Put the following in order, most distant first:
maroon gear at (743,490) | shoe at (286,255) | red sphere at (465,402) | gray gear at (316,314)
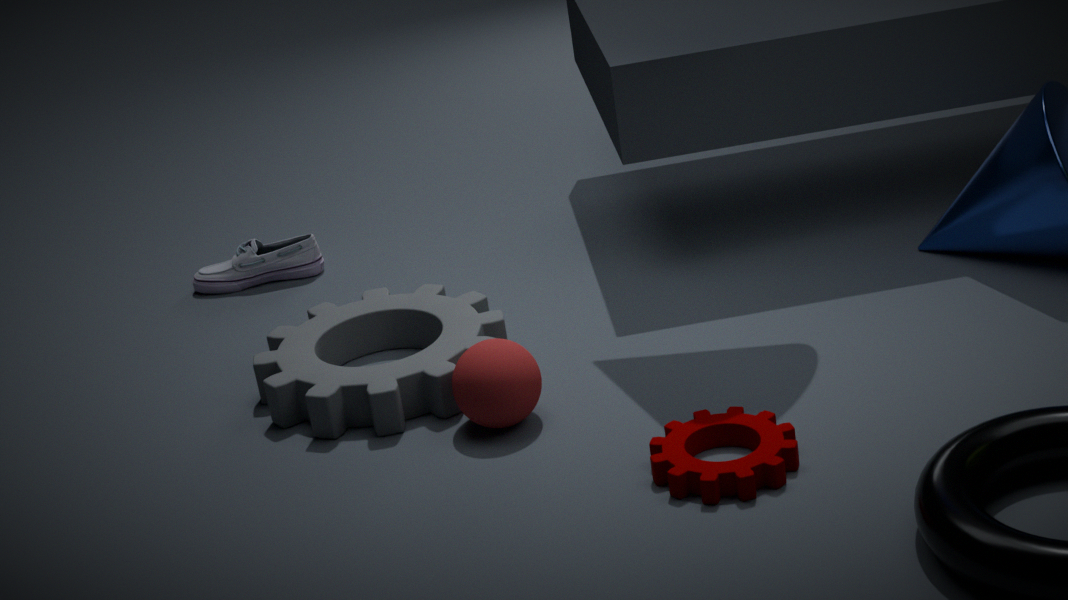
shoe at (286,255)
gray gear at (316,314)
red sphere at (465,402)
maroon gear at (743,490)
